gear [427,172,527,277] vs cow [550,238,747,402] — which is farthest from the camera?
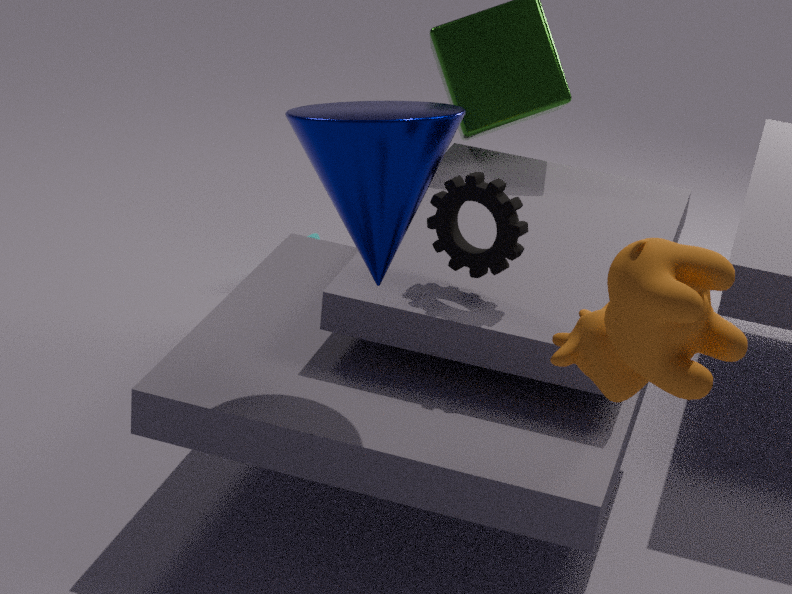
gear [427,172,527,277]
